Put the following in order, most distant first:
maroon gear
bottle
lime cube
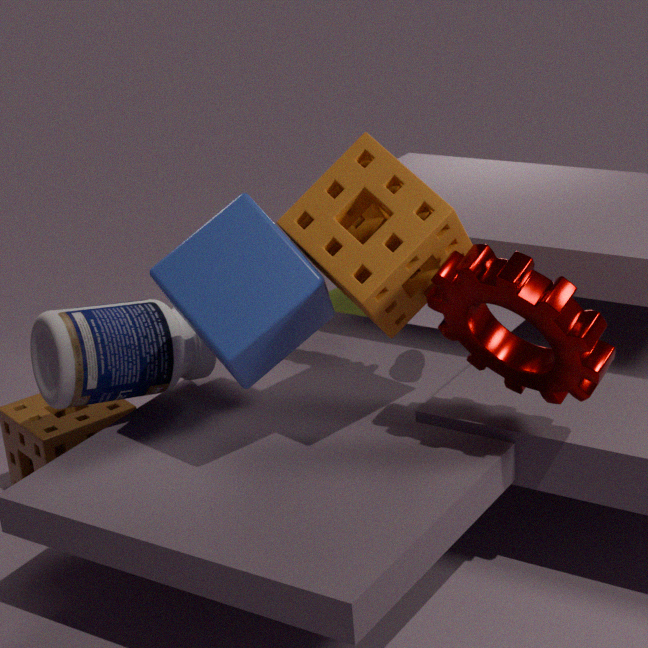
lime cube, bottle, maroon gear
